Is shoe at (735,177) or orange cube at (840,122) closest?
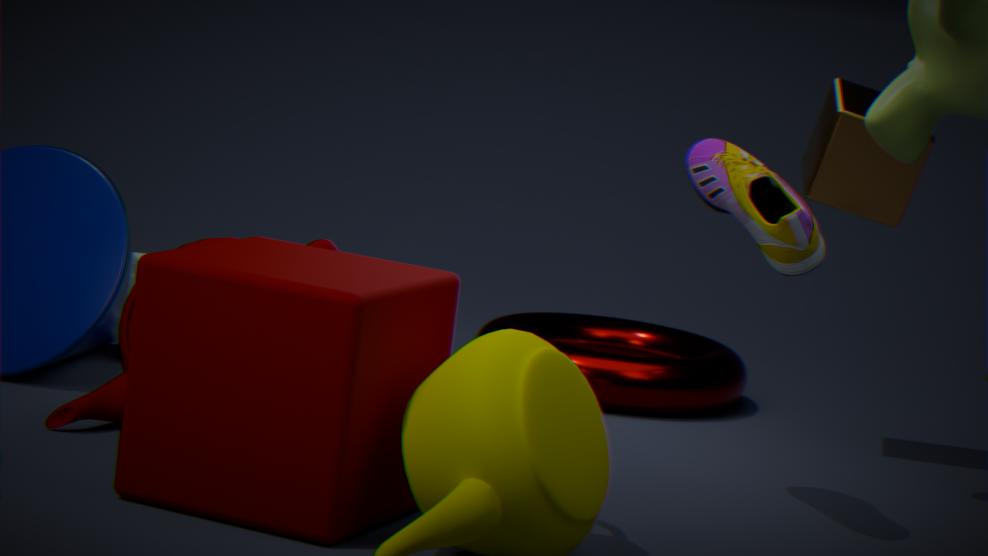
shoe at (735,177)
